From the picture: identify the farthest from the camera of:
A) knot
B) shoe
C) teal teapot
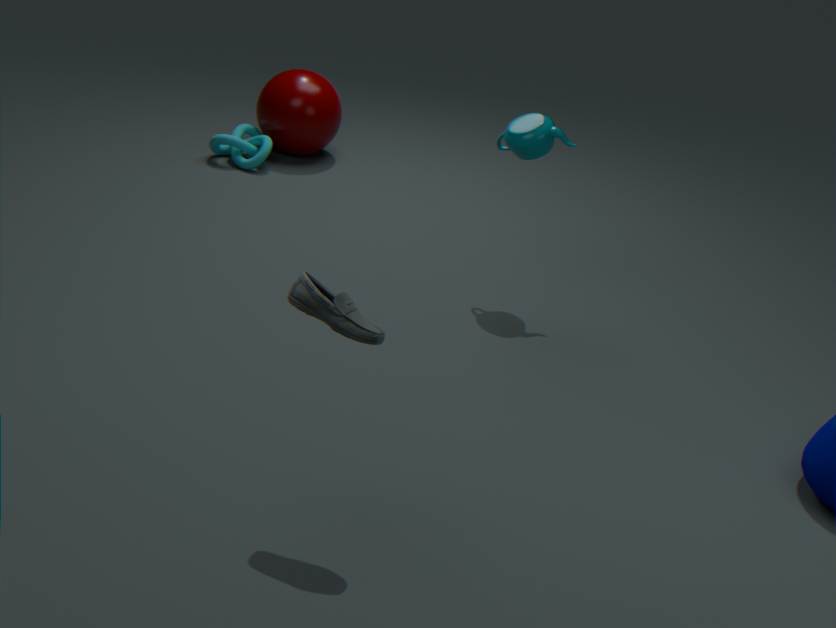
knot
